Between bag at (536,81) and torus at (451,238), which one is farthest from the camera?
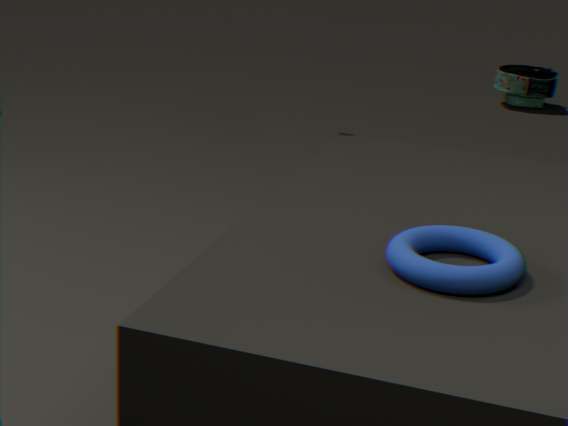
bag at (536,81)
